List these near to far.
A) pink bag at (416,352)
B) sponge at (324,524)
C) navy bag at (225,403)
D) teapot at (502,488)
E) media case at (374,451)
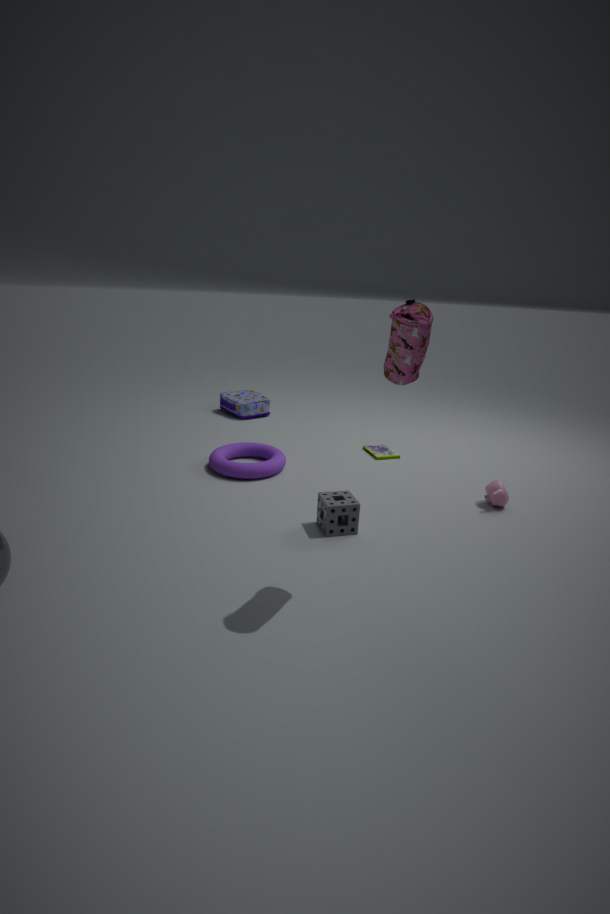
pink bag at (416,352) → sponge at (324,524) → teapot at (502,488) → media case at (374,451) → navy bag at (225,403)
